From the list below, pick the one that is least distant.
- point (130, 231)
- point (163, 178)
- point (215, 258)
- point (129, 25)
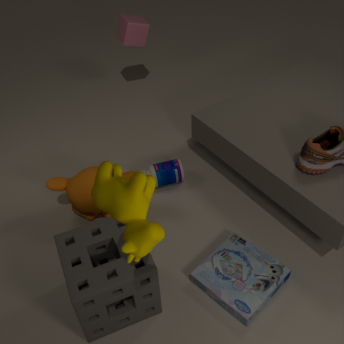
point (130, 231)
